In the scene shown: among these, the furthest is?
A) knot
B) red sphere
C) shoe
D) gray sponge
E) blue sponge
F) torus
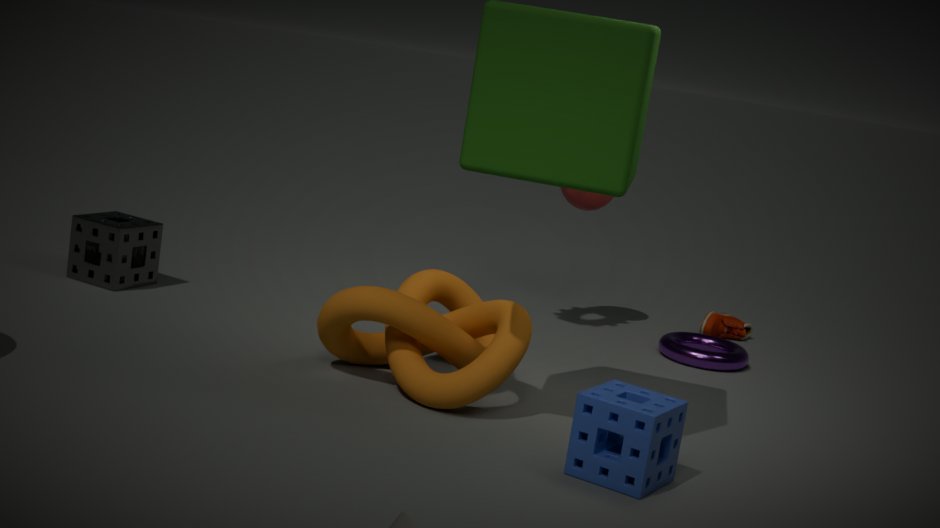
shoe
